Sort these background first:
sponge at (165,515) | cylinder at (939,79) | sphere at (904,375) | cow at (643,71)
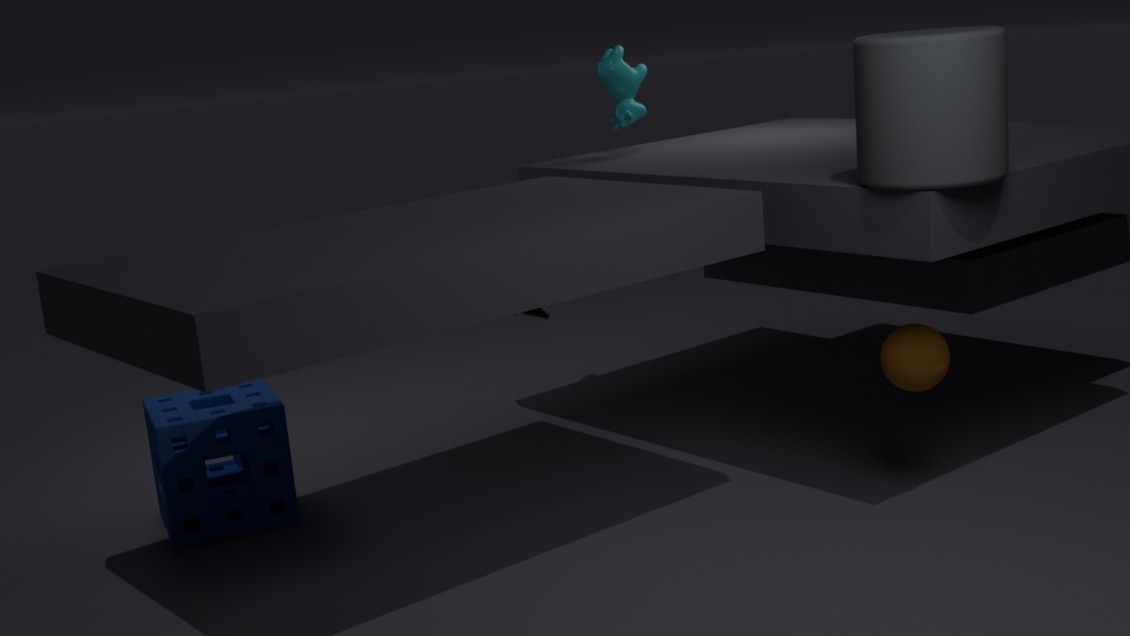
cow at (643,71), sponge at (165,515), sphere at (904,375), cylinder at (939,79)
